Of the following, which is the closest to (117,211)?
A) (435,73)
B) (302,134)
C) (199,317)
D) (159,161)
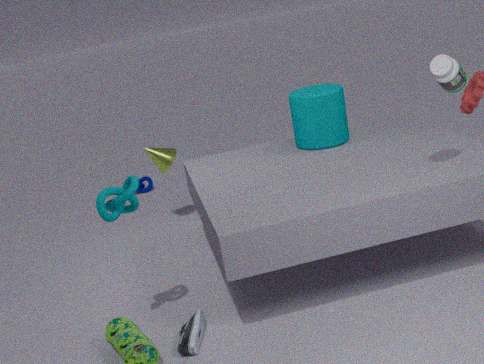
(199,317)
